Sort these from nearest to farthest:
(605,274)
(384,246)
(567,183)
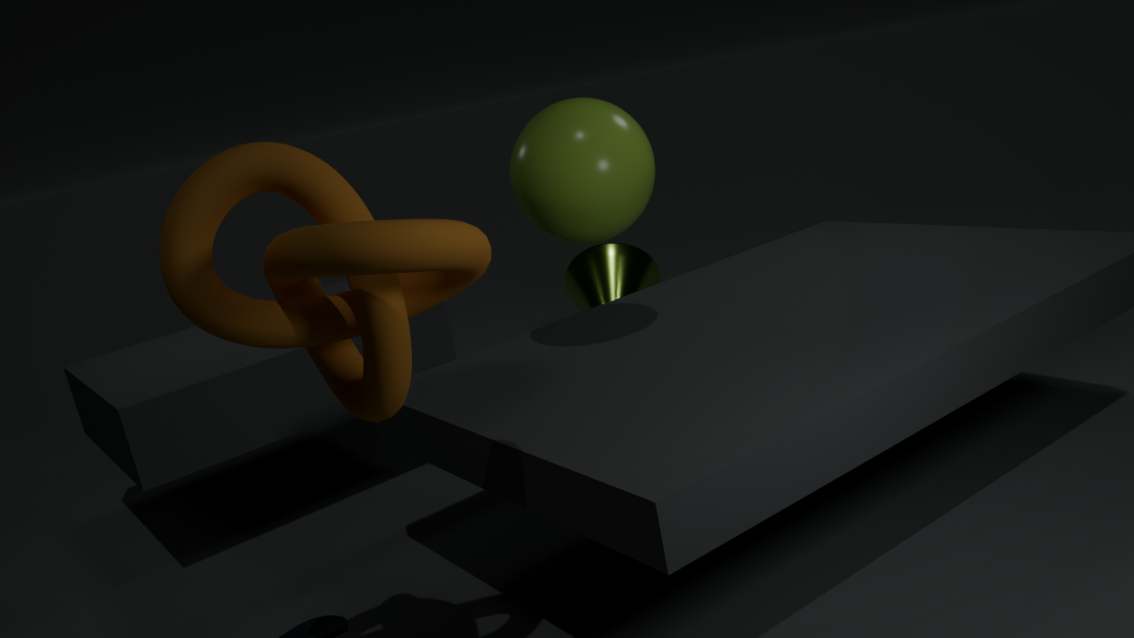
(384,246), (567,183), (605,274)
